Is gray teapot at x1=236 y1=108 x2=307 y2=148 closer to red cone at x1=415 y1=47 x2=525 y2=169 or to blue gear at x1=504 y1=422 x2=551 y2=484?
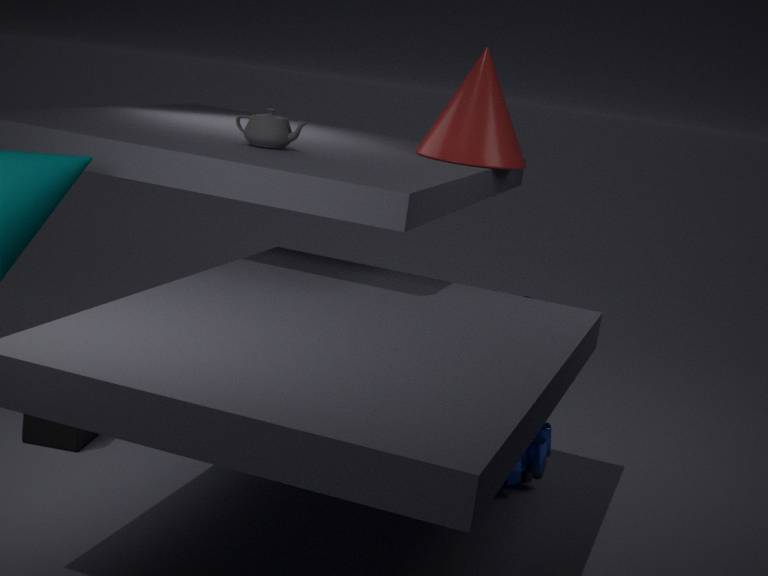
red cone at x1=415 y1=47 x2=525 y2=169
